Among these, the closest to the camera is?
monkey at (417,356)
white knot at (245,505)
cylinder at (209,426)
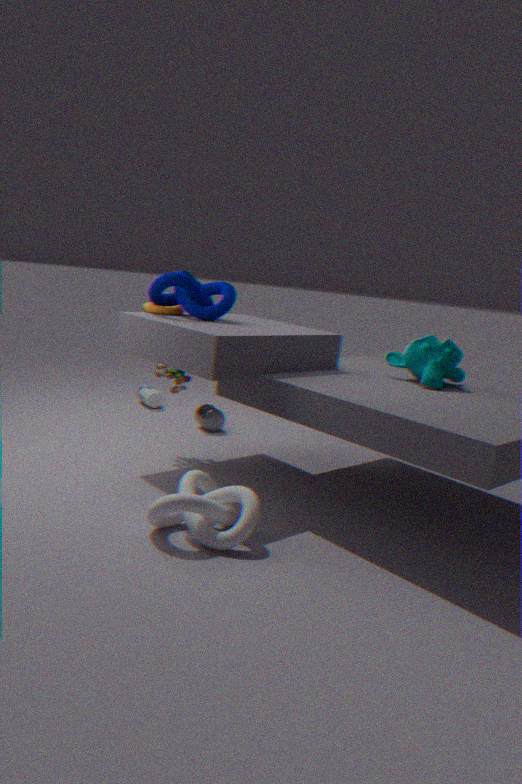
white knot at (245,505)
